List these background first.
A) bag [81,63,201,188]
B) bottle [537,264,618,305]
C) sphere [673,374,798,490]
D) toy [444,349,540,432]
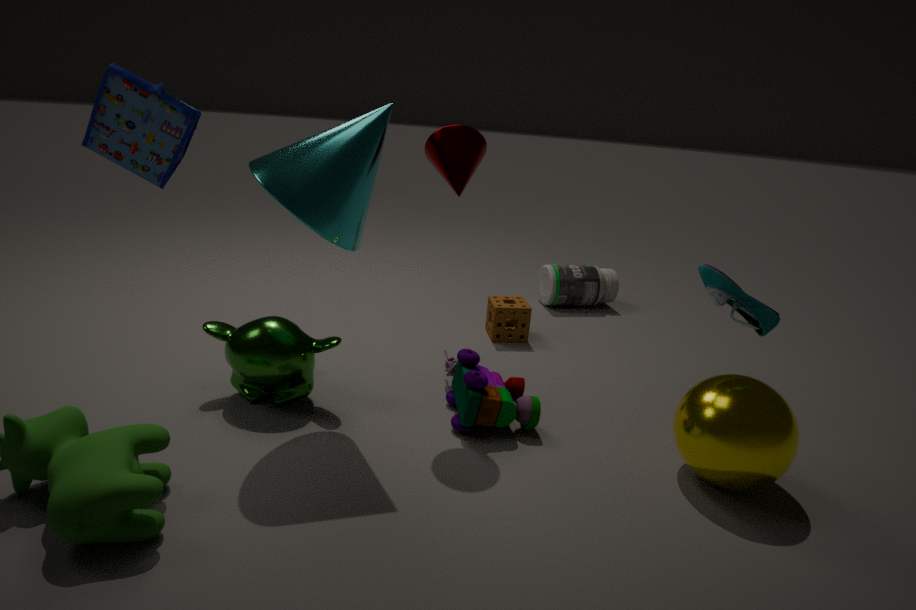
bottle [537,264,618,305] → toy [444,349,540,432] → sphere [673,374,798,490] → bag [81,63,201,188]
